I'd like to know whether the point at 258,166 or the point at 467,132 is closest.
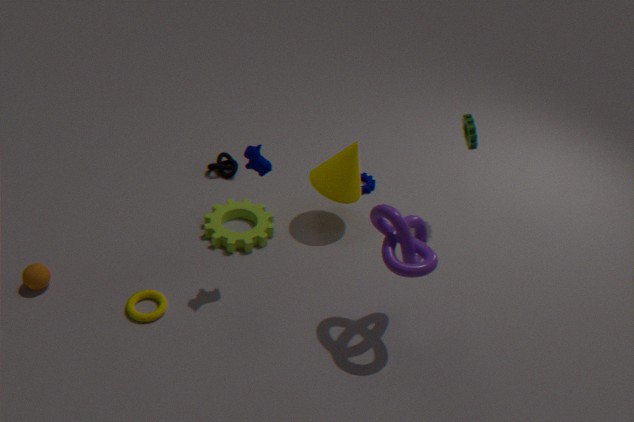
the point at 258,166
